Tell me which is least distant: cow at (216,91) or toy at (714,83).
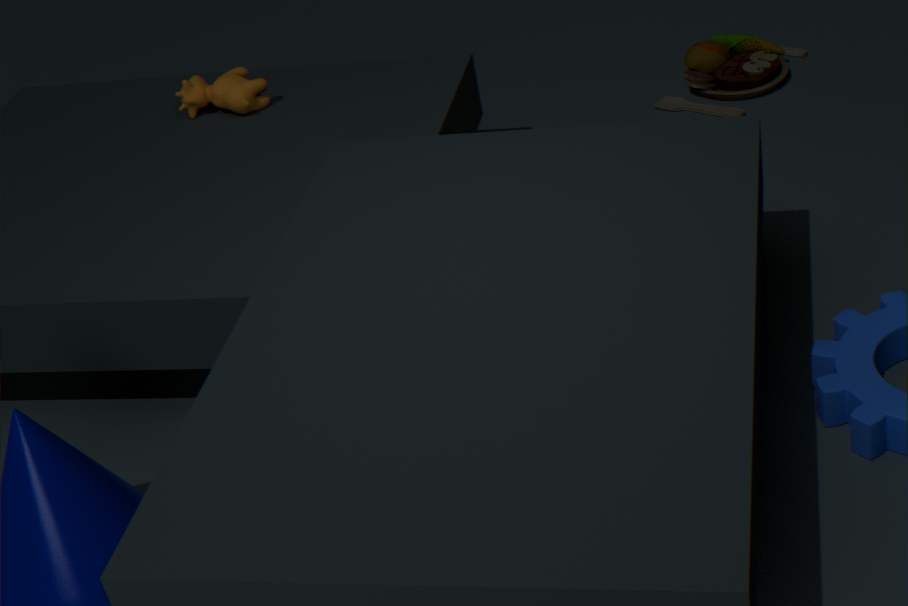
cow at (216,91)
